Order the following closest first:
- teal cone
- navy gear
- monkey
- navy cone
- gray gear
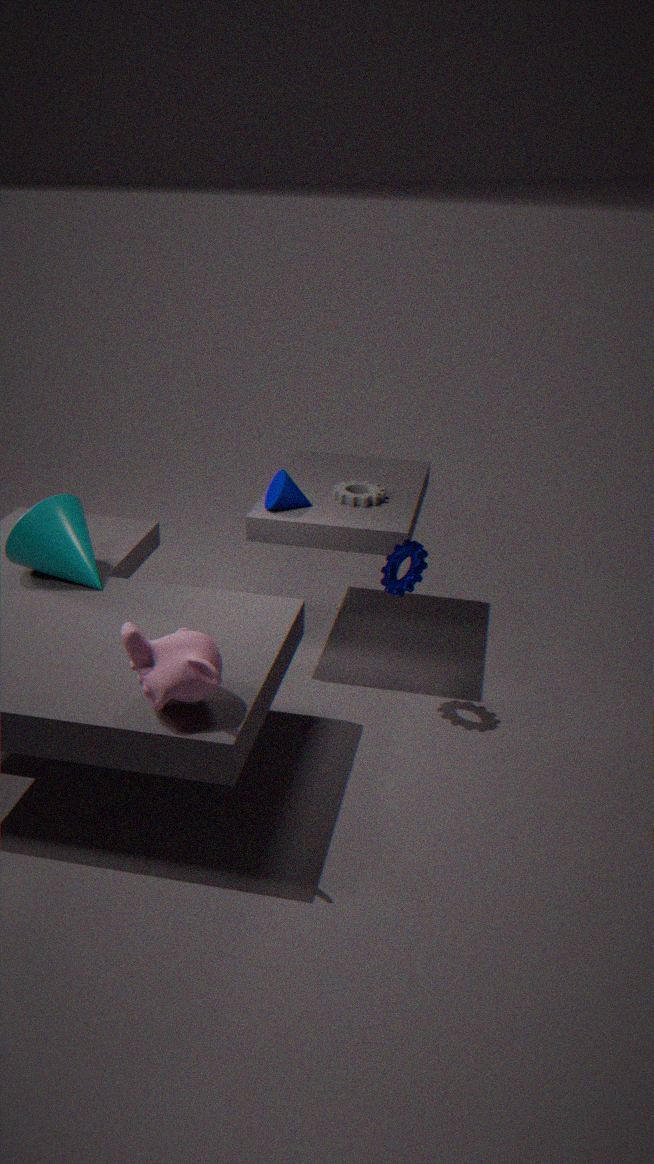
monkey, teal cone, navy gear, navy cone, gray gear
